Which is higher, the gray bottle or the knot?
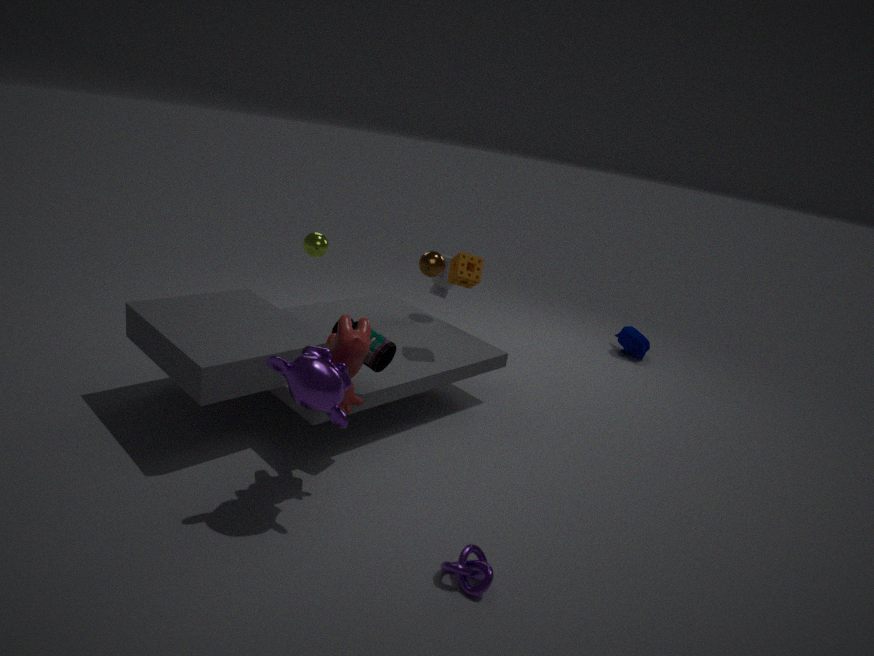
the gray bottle
